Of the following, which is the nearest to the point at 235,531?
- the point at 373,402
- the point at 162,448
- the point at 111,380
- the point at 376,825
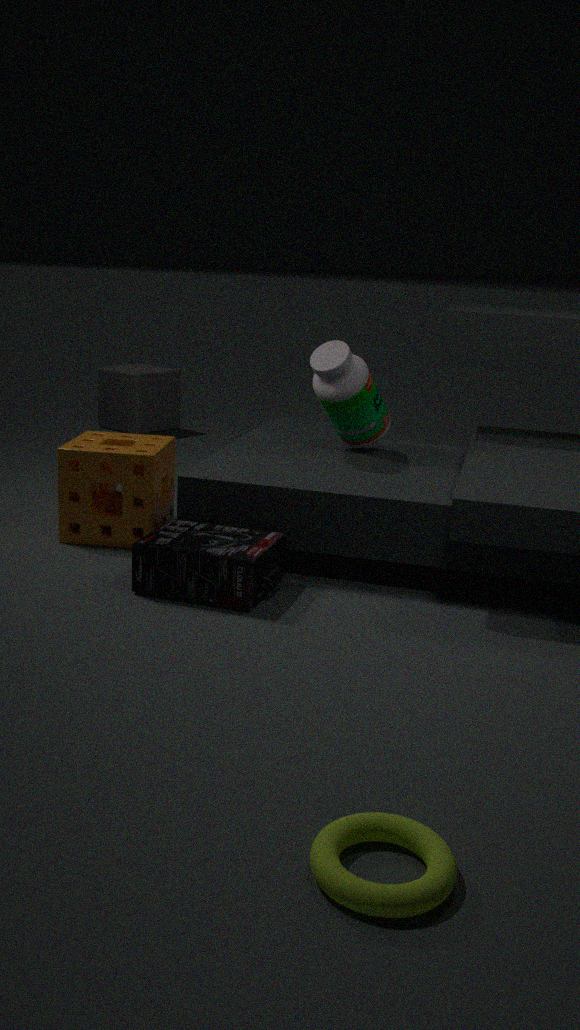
Answer: the point at 162,448
